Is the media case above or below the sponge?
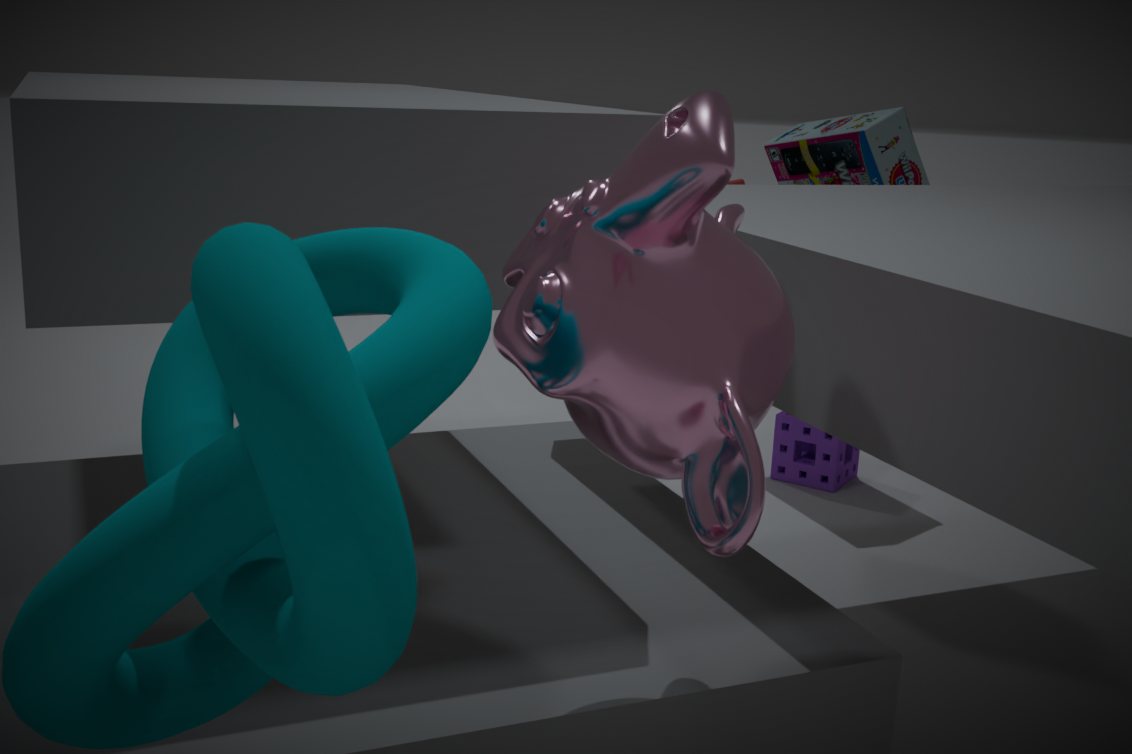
above
